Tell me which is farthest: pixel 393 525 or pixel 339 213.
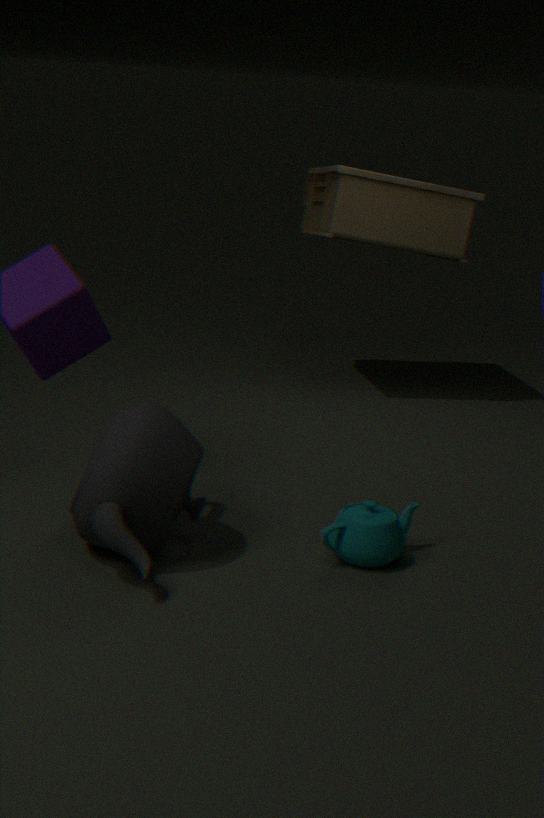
pixel 339 213
